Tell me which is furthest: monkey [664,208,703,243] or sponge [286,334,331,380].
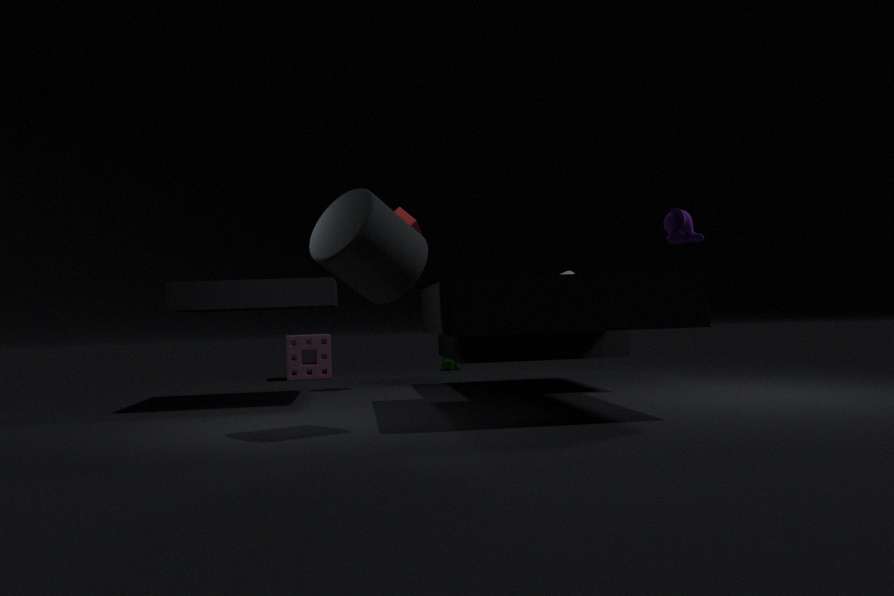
sponge [286,334,331,380]
